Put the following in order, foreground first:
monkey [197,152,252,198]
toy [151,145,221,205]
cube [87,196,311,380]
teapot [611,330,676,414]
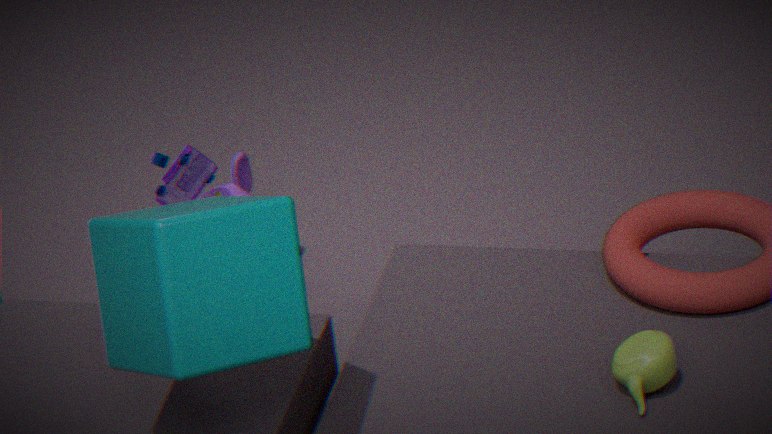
cube [87,196,311,380]
teapot [611,330,676,414]
toy [151,145,221,205]
monkey [197,152,252,198]
